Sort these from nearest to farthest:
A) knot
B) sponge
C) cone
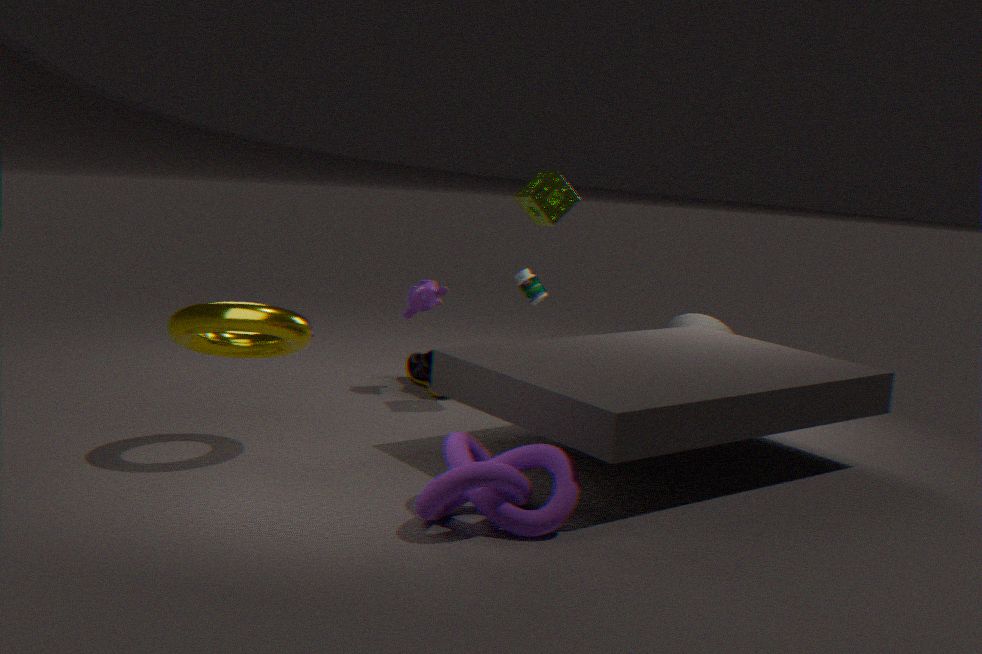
1. knot
2. sponge
3. cone
